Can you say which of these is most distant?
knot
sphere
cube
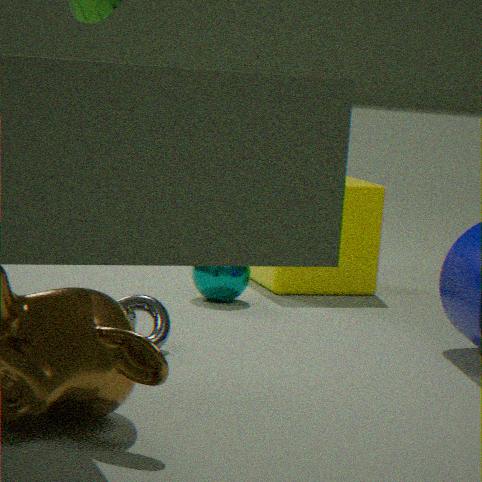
cube
